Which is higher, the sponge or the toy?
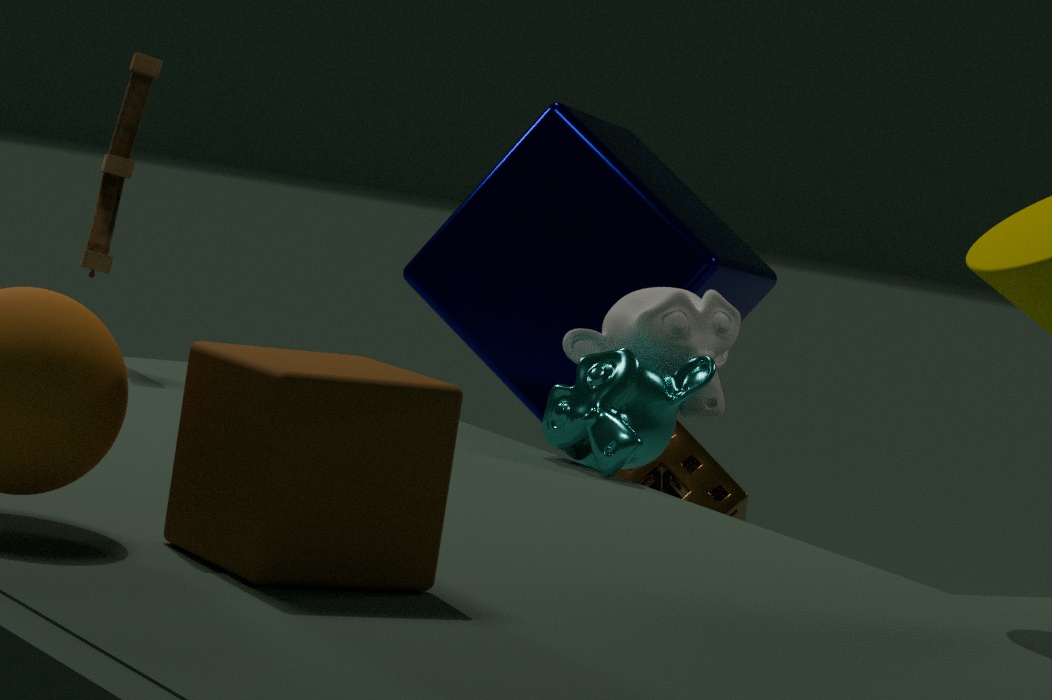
the toy
